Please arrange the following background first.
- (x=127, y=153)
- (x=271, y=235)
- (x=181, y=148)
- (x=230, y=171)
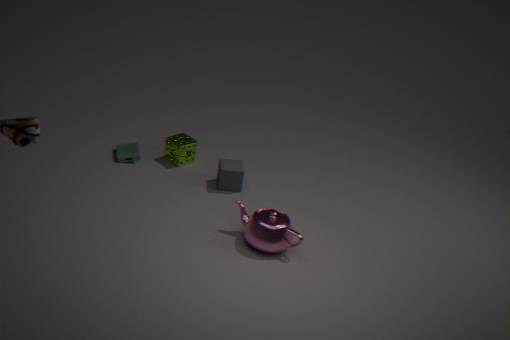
(x=127, y=153) < (x=181, y=148) < (x=230, y=171) < (x=271, y=235)
